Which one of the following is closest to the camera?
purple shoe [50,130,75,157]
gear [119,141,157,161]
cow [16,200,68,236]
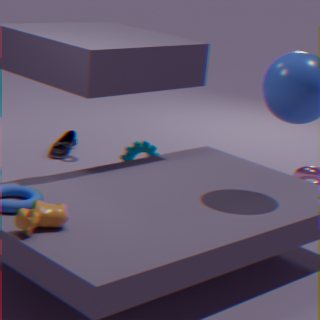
cow [16,200,68,236]
